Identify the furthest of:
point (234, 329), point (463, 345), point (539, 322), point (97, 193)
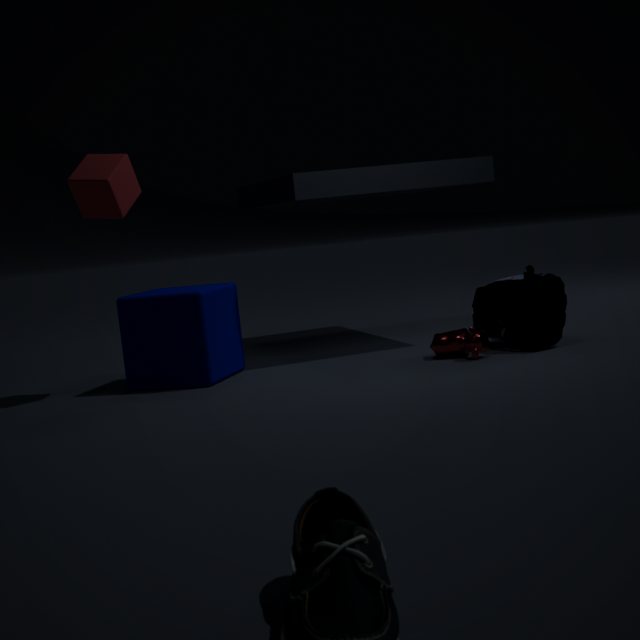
point (234, 329)
